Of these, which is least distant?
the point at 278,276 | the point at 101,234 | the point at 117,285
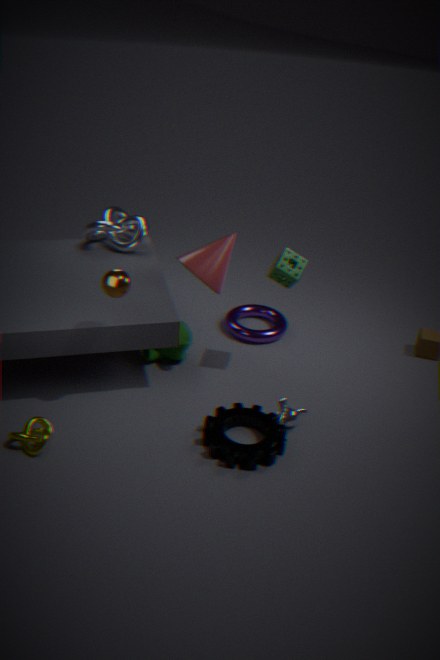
the point at 117,285
